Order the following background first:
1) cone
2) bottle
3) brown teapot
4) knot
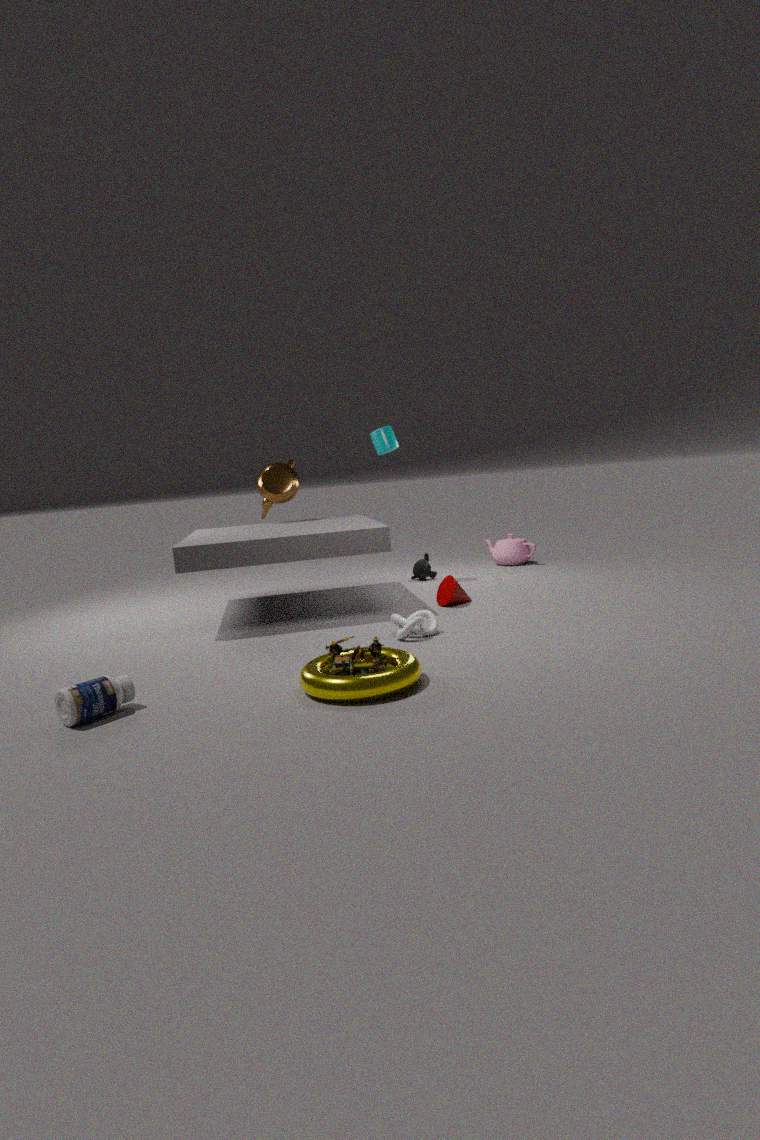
1. 3. brown teapot
2. 1. cone
3. 4. knot
4. 2. bottle
